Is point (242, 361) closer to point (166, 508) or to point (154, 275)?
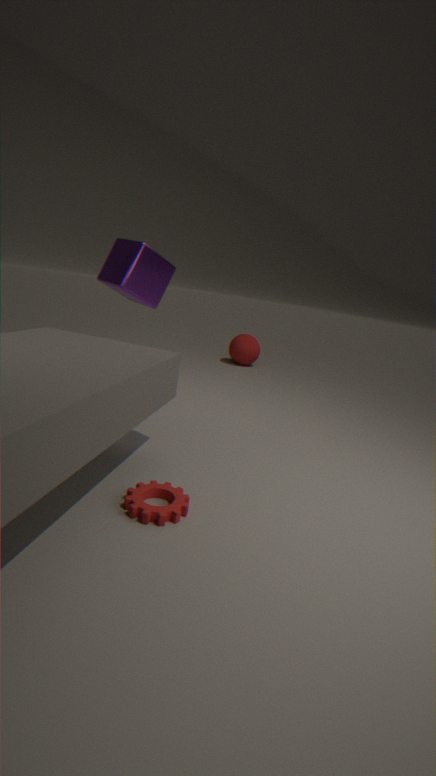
point (154, 275)
